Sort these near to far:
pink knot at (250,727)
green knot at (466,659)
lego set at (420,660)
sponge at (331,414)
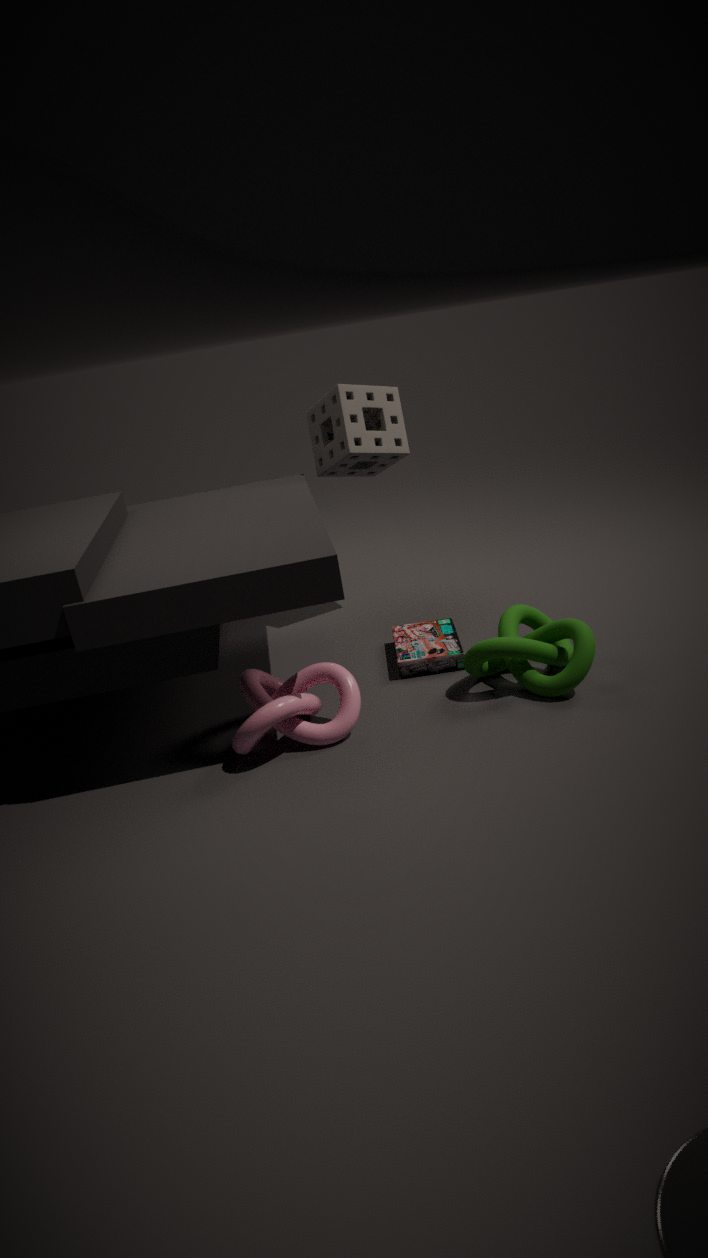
pink knot at (250,727) → green knot at (466,659) → lego set at (420,660) → sponge at (331,414)
